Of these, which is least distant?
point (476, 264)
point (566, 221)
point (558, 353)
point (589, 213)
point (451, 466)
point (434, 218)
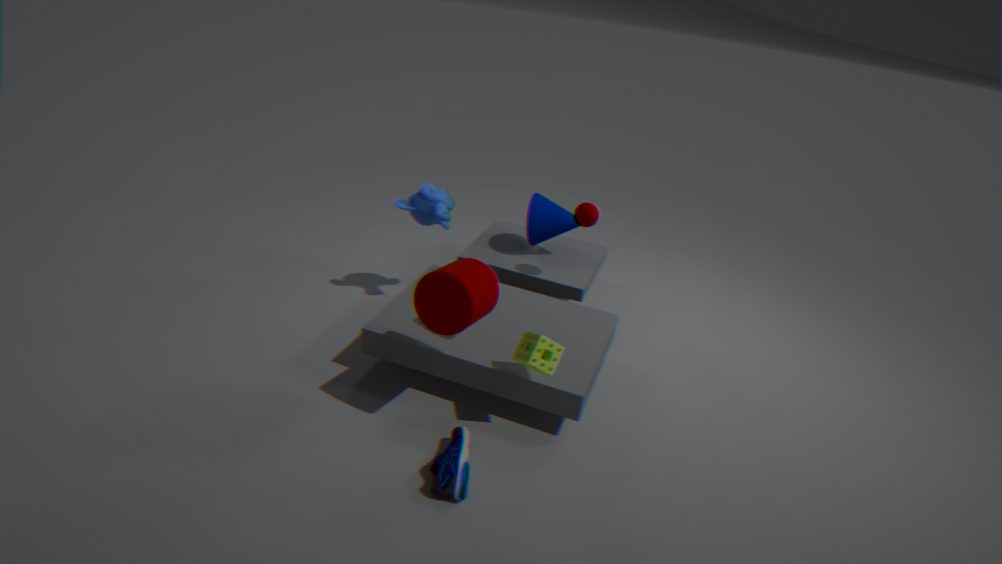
point (451, 466)
